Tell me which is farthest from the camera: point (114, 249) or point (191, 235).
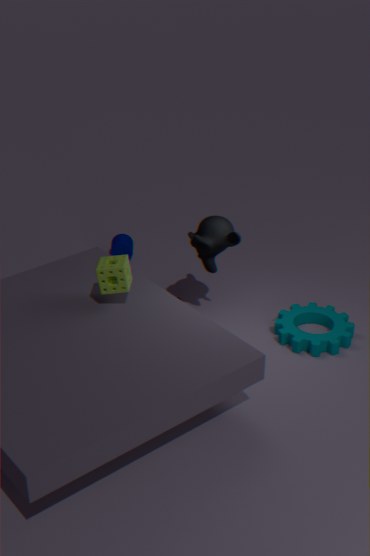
point (114, 249)
